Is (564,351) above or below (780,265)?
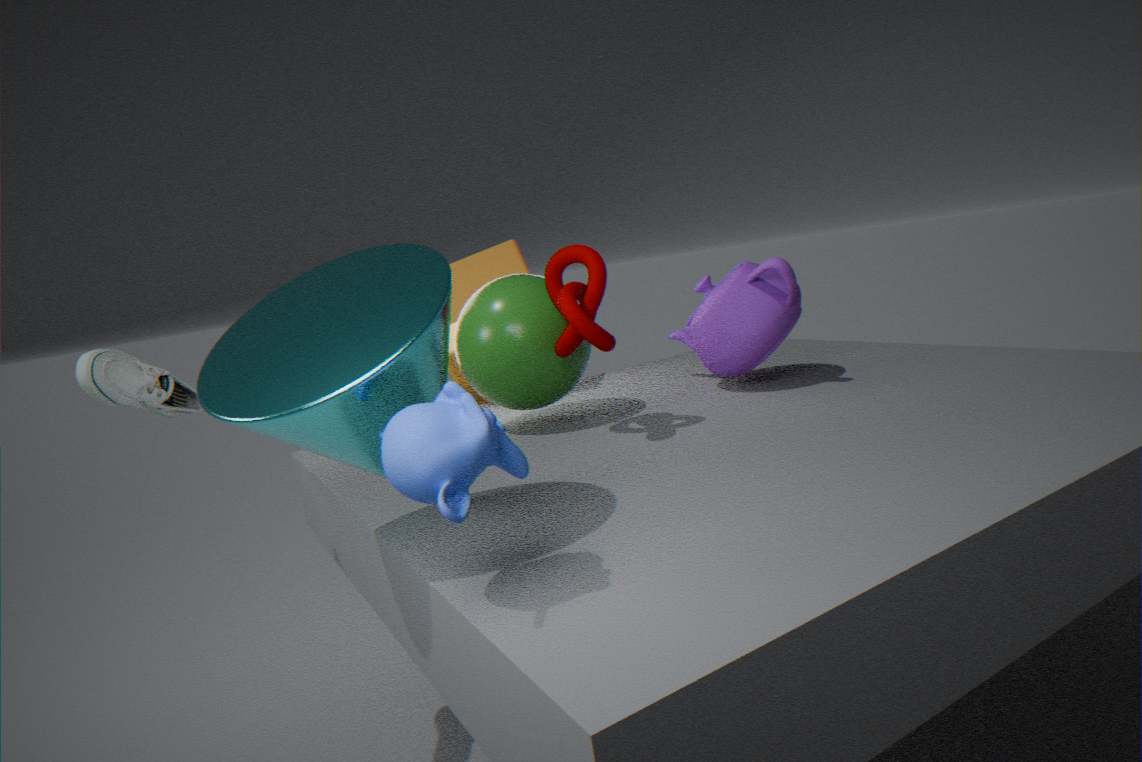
above
